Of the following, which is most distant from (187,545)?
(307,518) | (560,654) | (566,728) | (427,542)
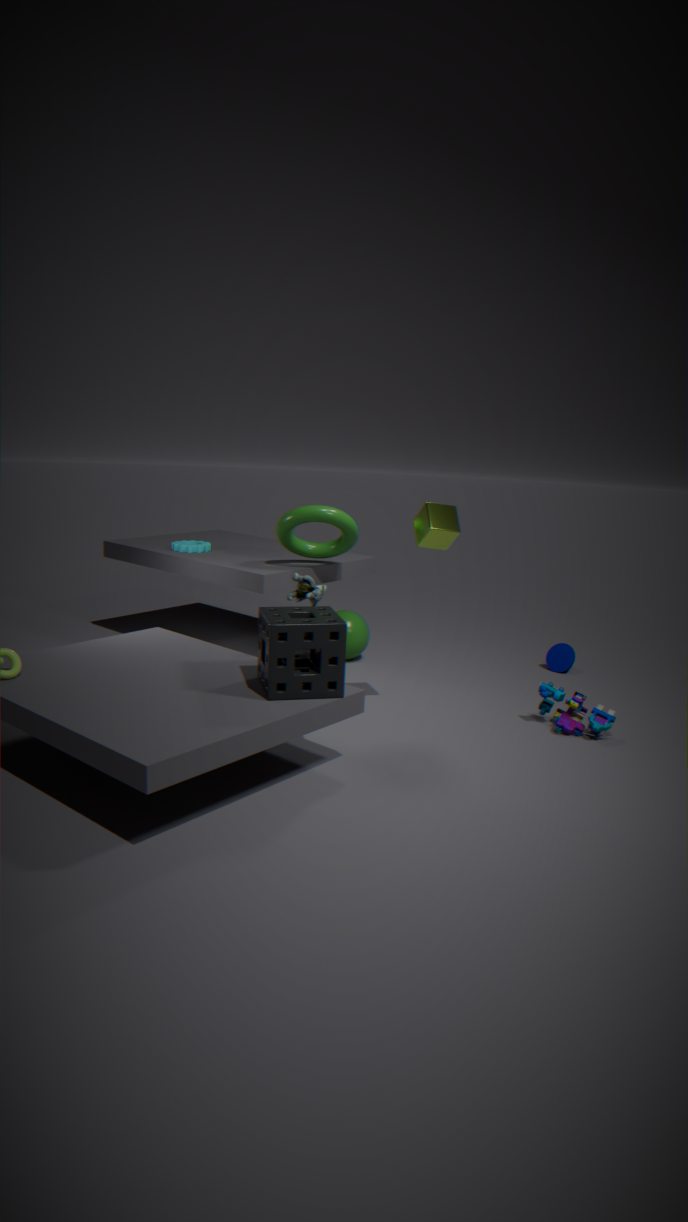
(566,728)
